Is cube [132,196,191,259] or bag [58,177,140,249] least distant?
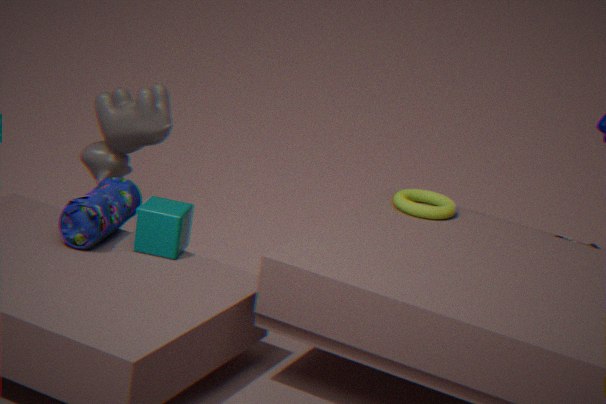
bag [58,177,140,249]
